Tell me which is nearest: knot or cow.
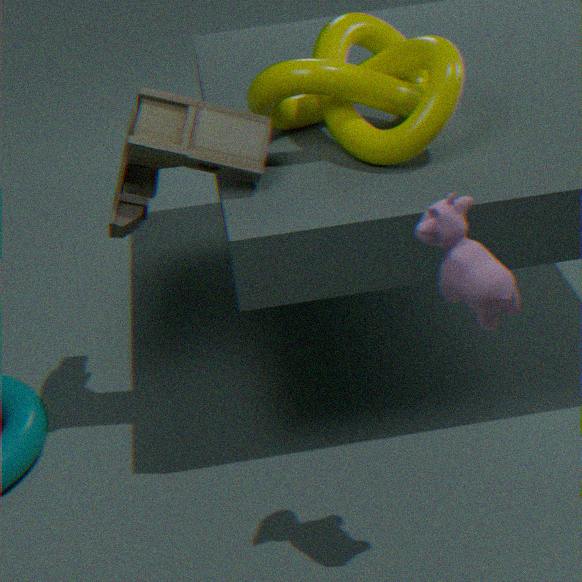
cow
